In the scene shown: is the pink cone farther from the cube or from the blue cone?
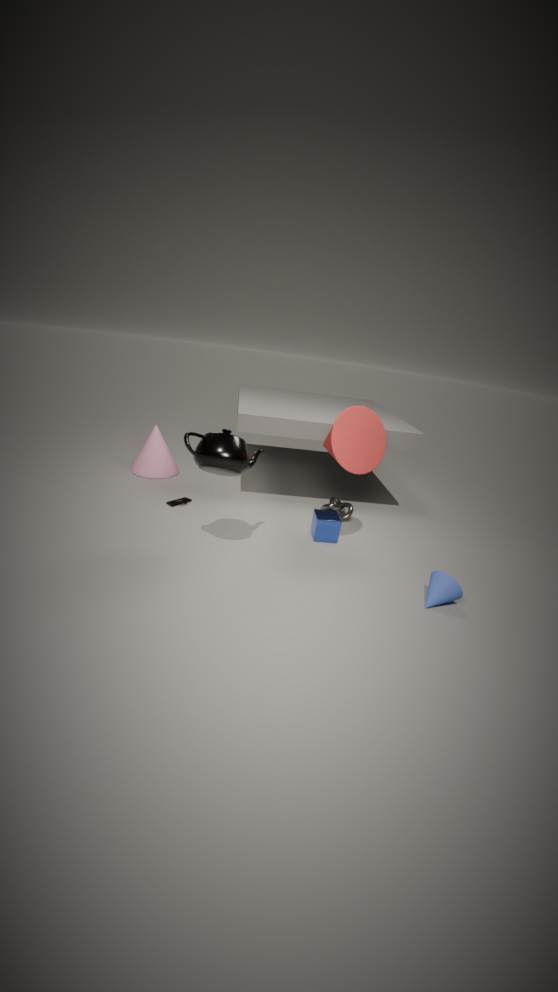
the blue cone
